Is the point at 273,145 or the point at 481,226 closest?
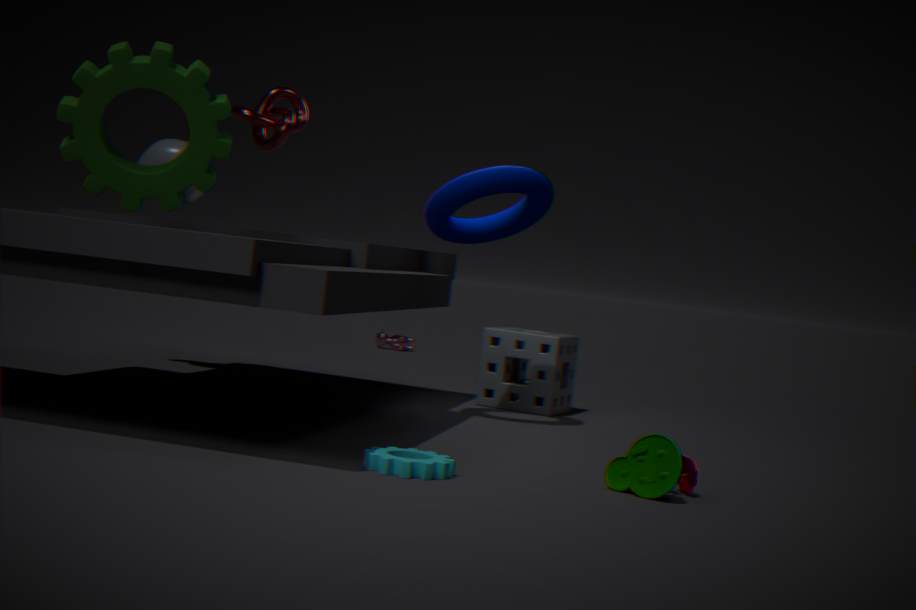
the point at 273,145
